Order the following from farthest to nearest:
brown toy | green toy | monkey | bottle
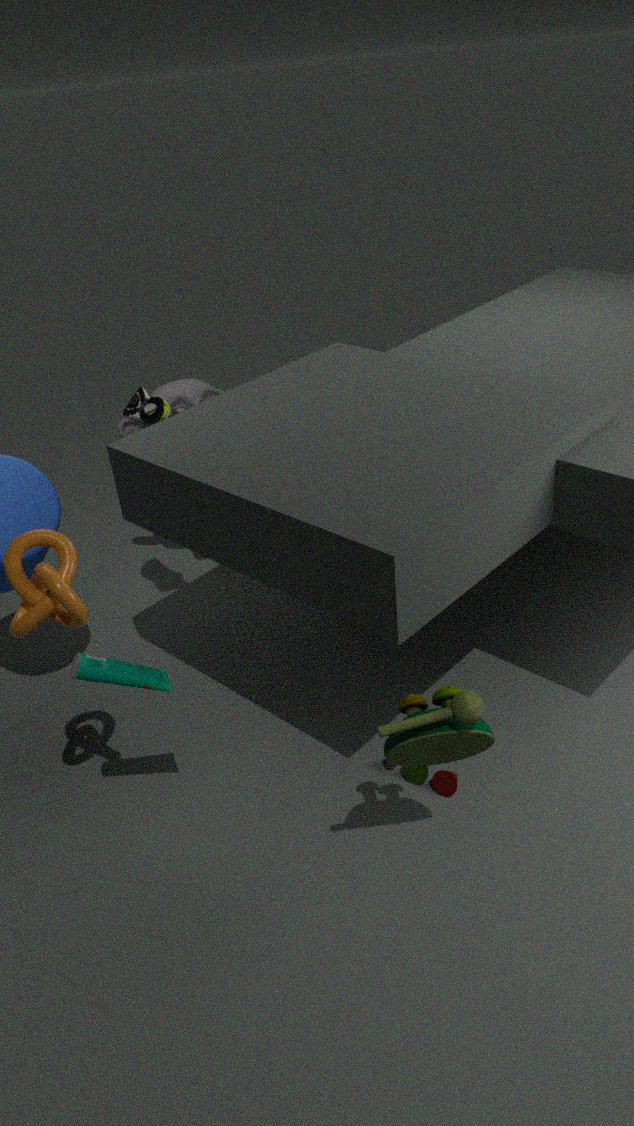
1. monkey
2. brown toy
3. bottle
4. green toy
